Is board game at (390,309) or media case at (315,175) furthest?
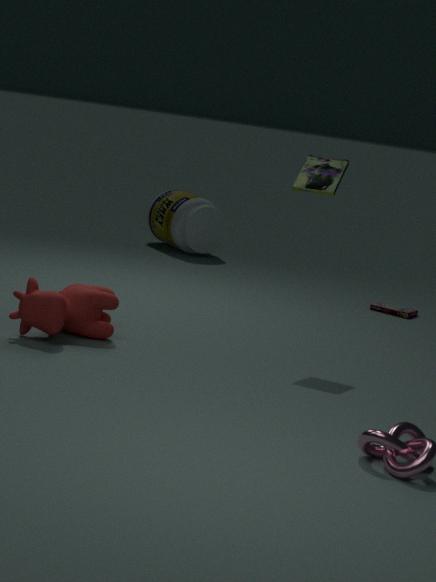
board game at (390,309)
